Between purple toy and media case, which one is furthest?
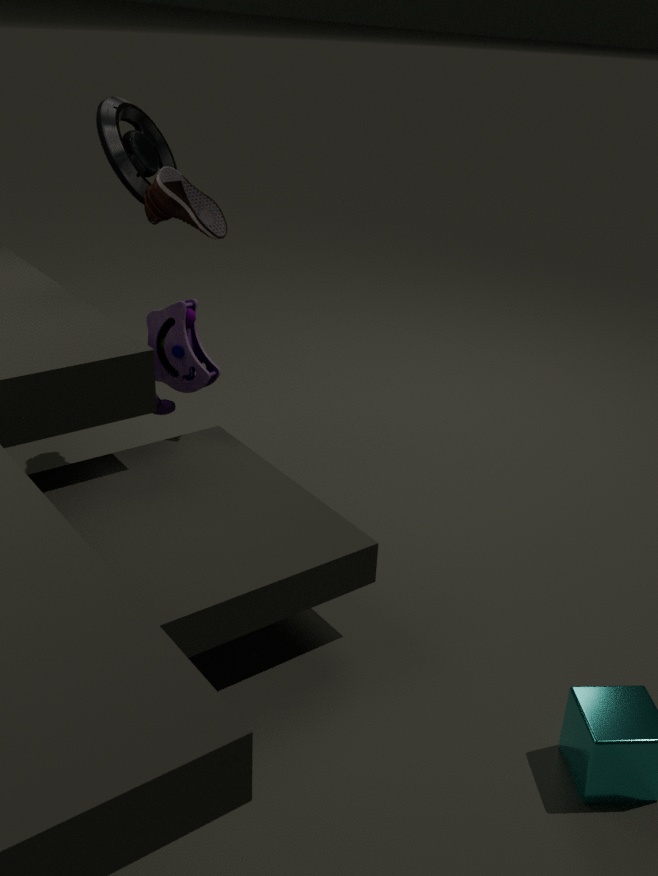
media case
